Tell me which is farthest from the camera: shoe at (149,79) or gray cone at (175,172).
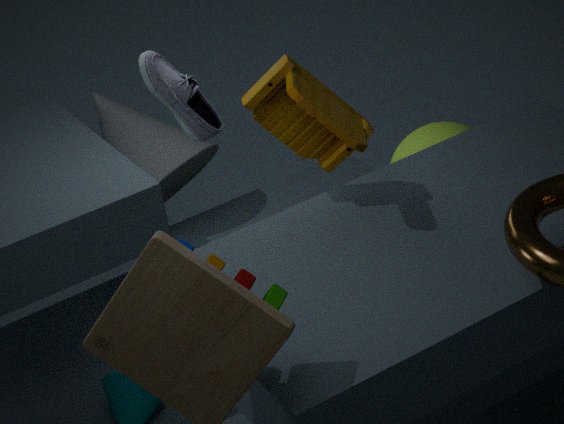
gray cone at (175,172)
